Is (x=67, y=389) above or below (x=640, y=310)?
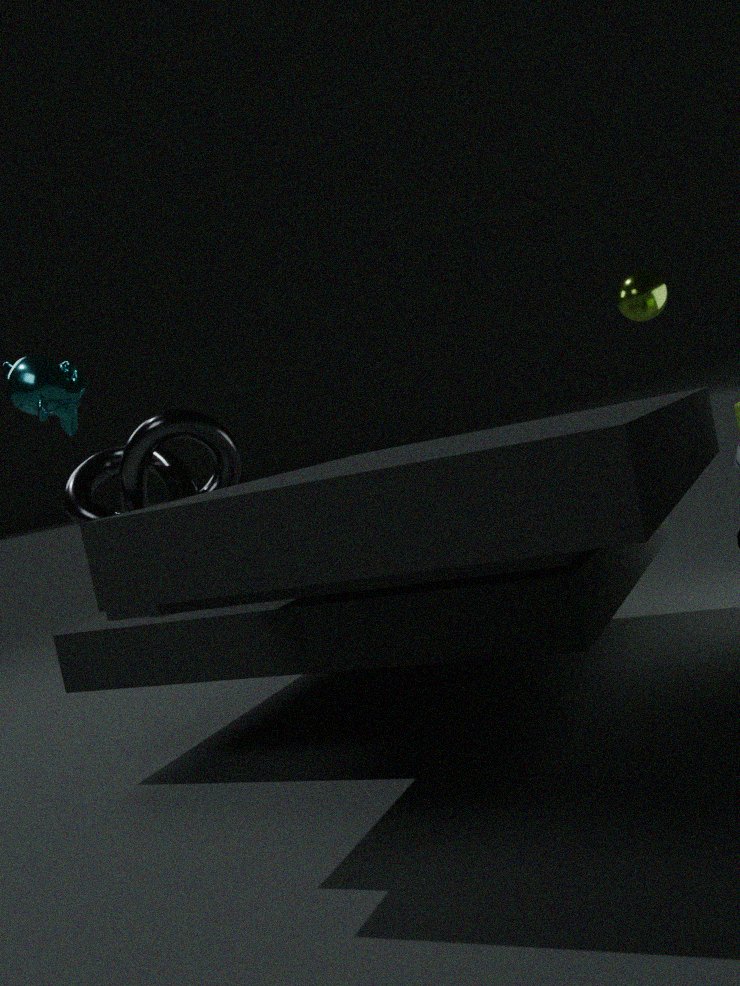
below
